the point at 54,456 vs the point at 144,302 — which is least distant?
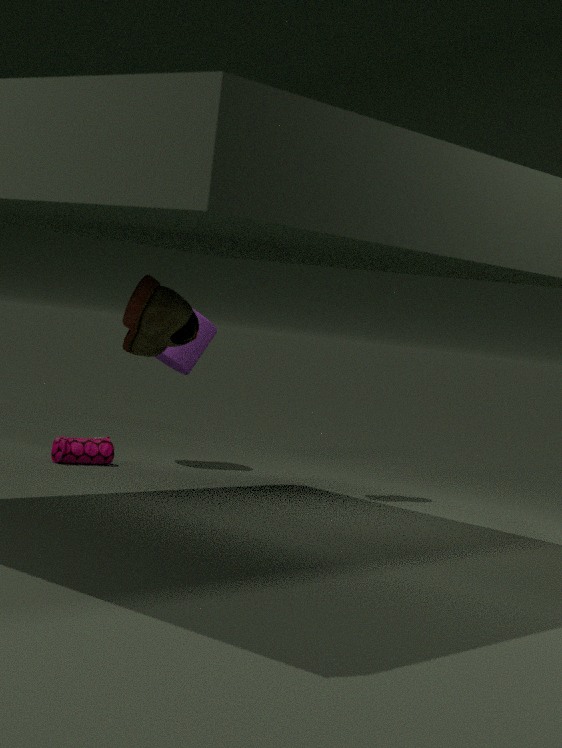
the point at 144,302
